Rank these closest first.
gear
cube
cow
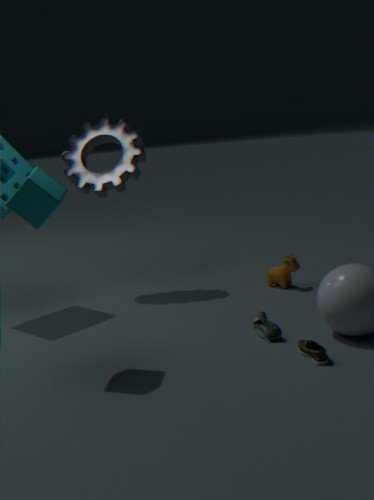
1. cube
2. cow
3. gear
